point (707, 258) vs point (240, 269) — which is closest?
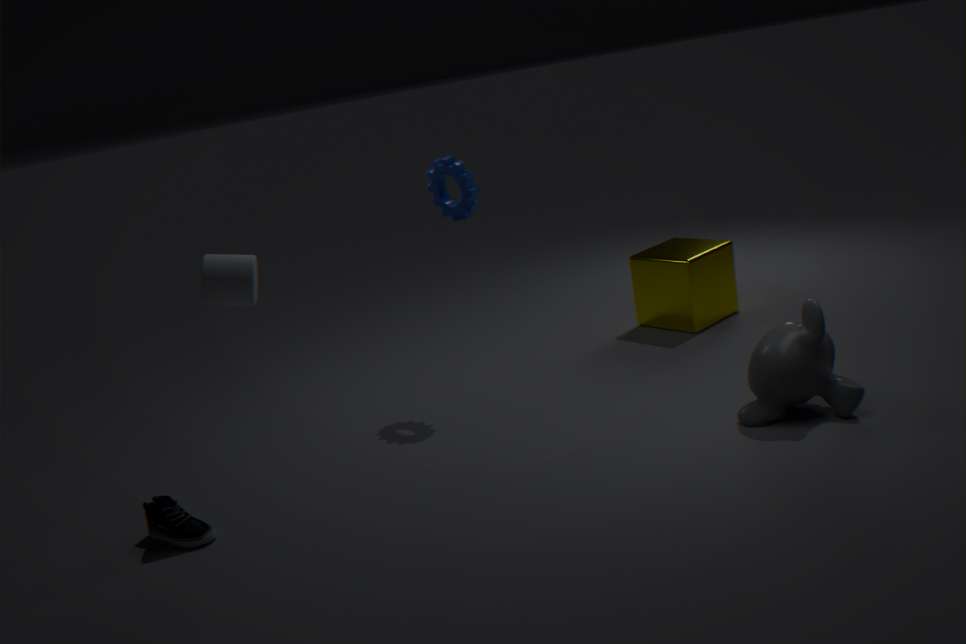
point (240, 269)
